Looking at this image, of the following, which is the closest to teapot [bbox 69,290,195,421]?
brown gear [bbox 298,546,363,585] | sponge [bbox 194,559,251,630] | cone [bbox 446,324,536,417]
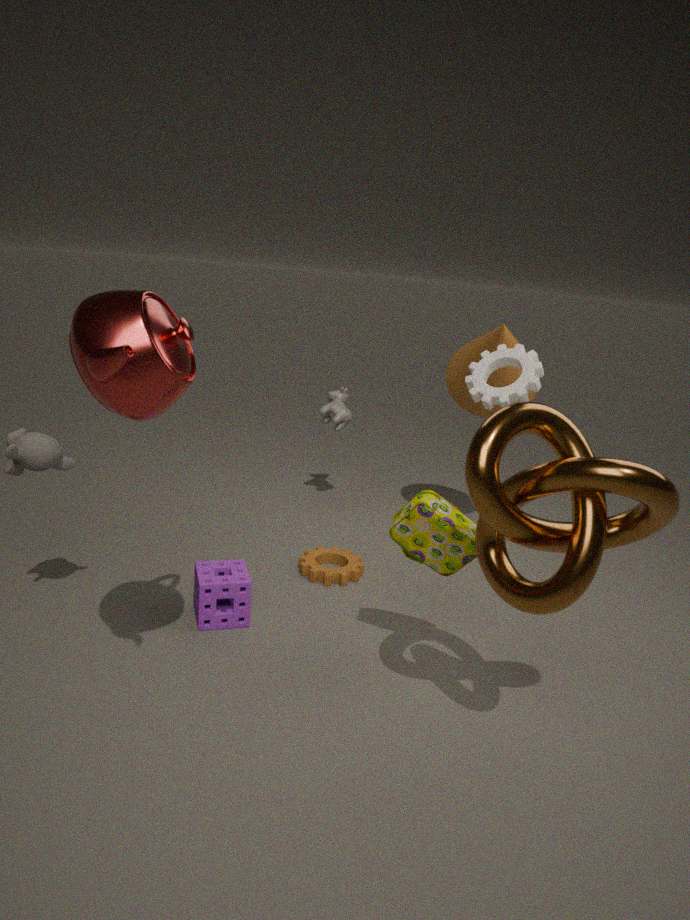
sponge [bbox 194,559,251,630]
